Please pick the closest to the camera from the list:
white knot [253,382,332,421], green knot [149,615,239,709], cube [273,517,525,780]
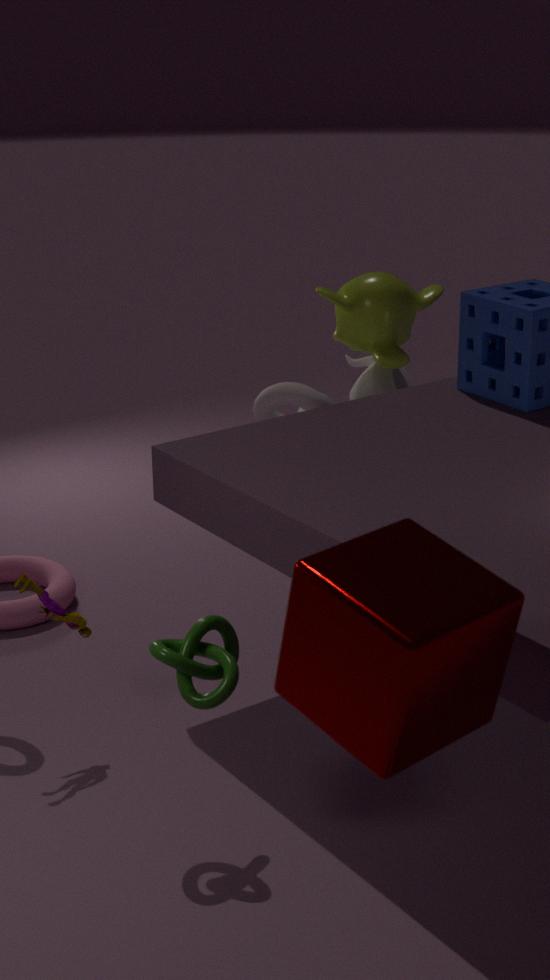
cube [273,517,525,780]
